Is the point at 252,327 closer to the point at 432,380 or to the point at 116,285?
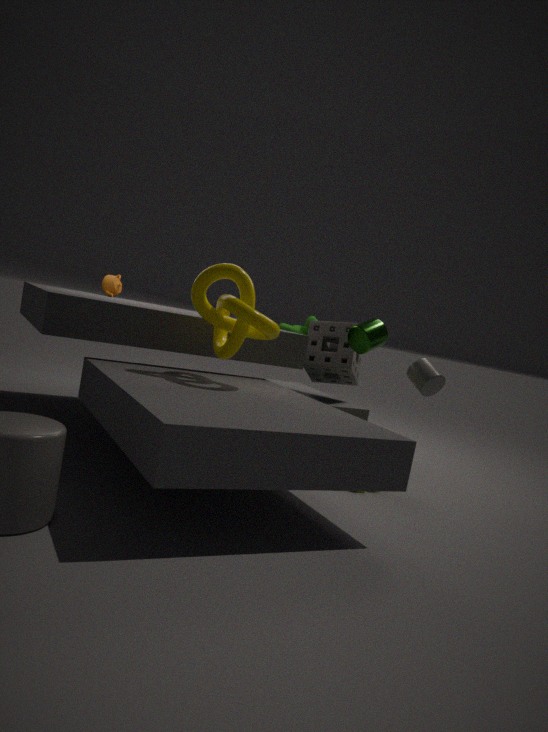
the point at 432,380
